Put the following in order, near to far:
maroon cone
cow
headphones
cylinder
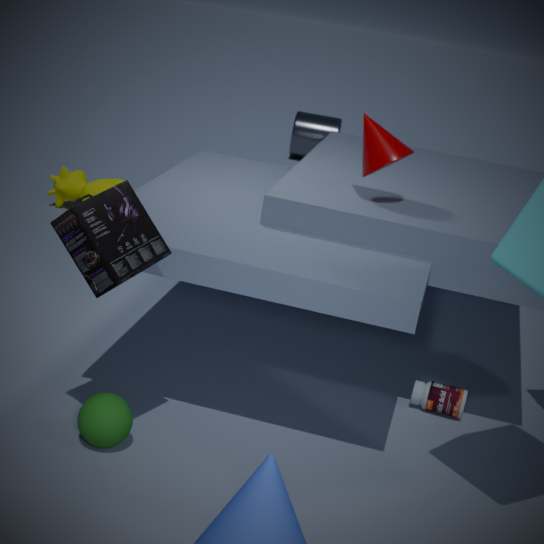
headphones < maroon cone < cow < cylinder
